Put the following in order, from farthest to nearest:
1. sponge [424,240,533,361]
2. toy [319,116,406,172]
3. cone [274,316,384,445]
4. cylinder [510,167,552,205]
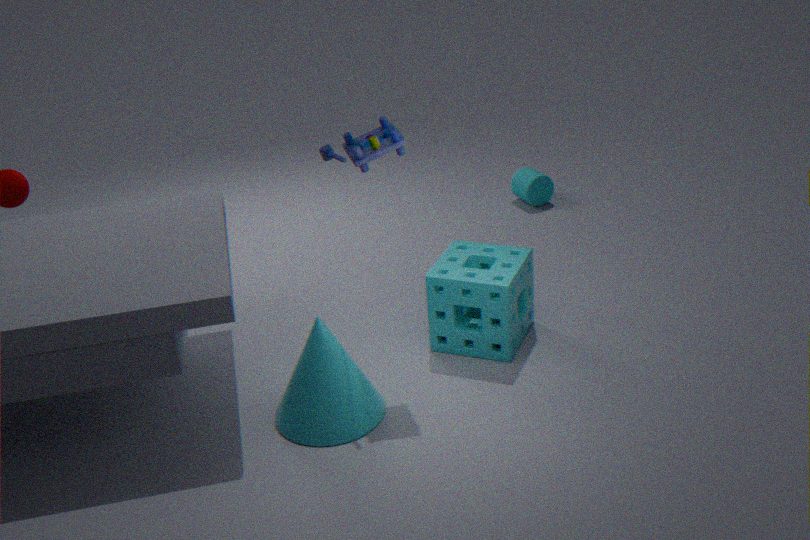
cylinder [510,167,552,205] → sponge [424,240,533,361] → cone [274,316,384,445] → toy [319,116,406,172]
